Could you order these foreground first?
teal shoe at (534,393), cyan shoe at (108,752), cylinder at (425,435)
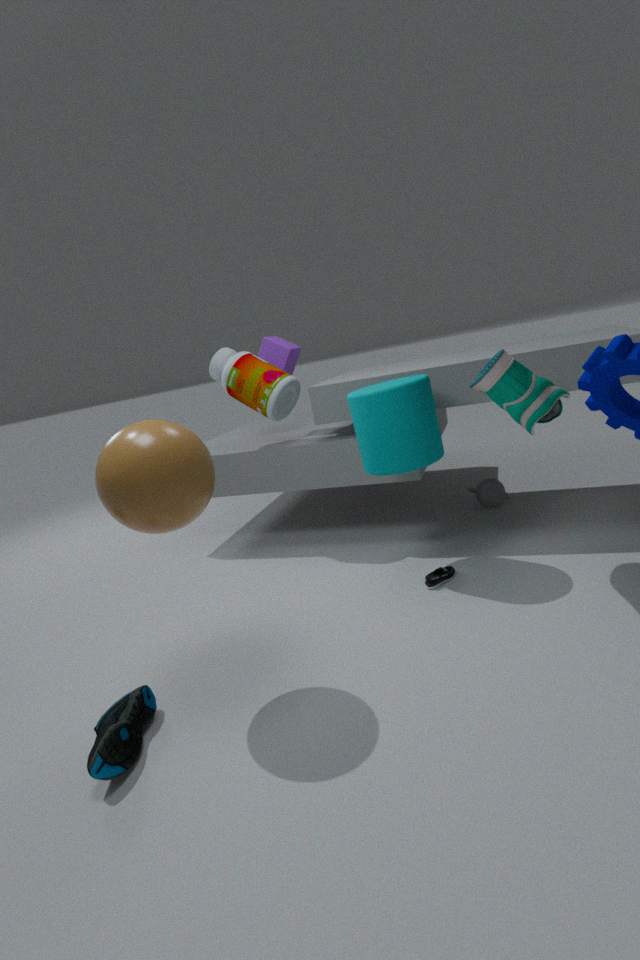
1. cyan shoe at (108,752)
2. teal shoe at (534,393)
3. cylinder at (425,435)
